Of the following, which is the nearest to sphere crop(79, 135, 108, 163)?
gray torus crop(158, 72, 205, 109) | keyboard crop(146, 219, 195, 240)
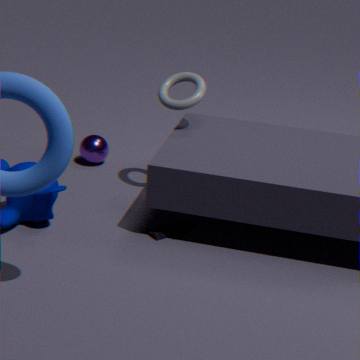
gray torus crop(158, 72, 205, 109)
